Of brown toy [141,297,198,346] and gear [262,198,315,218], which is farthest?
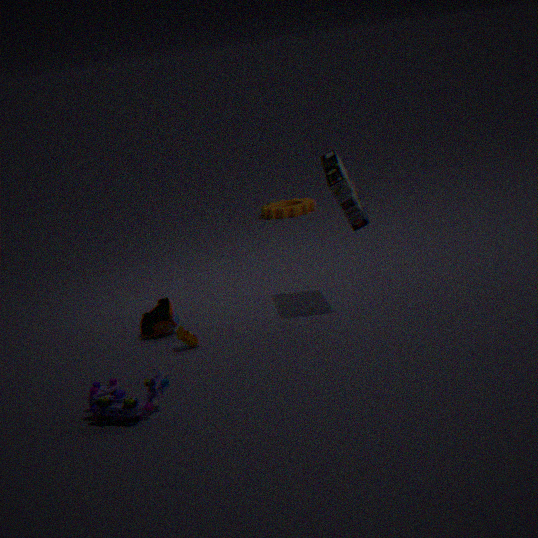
gear [262,198,315,218]
